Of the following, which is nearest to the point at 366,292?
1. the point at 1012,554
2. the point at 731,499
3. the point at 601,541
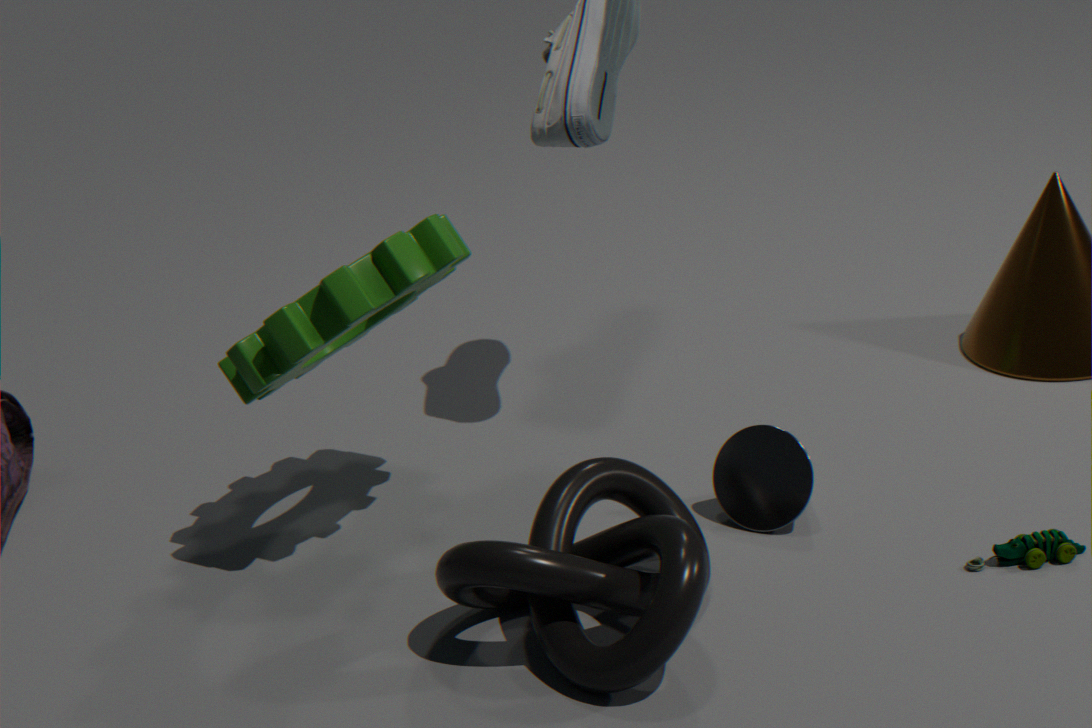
the point at 601,541
